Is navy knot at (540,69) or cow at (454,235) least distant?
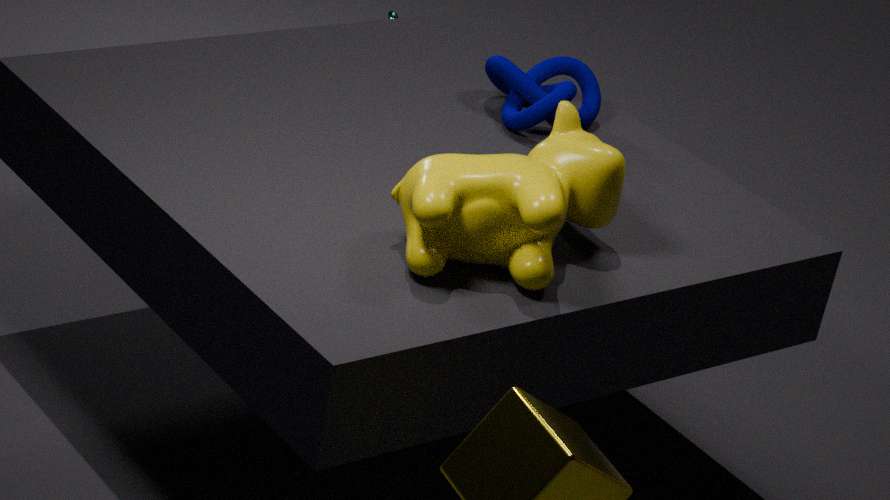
cow at (454,235)
